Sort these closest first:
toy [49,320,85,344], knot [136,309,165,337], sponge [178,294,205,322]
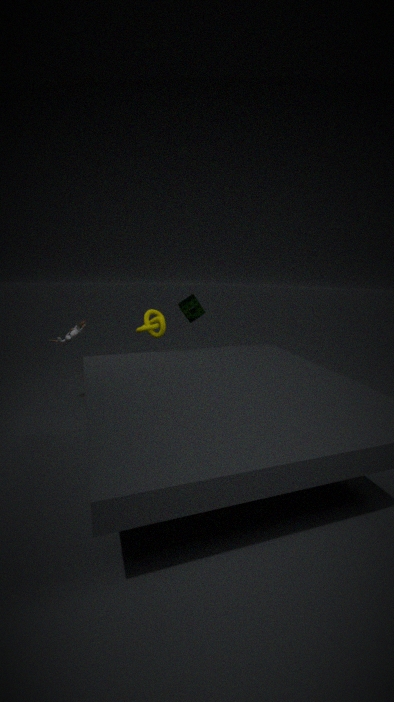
1. knot [136,309,165,337]
2. toy [49,320,85,344]
3. sponge [178,294,205,322]
